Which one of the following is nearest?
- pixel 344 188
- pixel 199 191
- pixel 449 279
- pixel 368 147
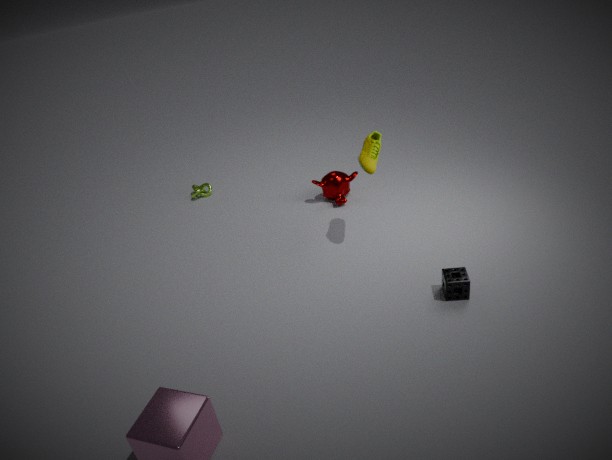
pixel 449 279
